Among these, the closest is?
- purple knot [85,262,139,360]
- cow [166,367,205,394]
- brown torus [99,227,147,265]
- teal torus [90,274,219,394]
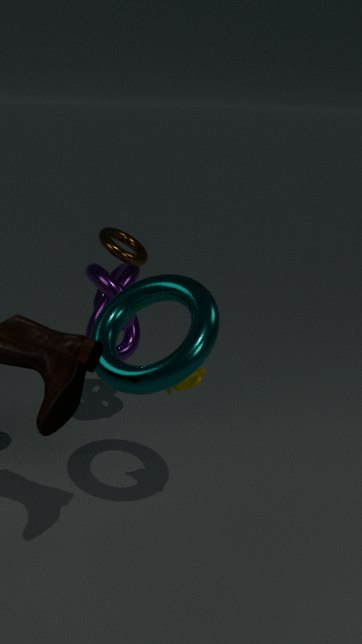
teal torus [90,274,219,394]
